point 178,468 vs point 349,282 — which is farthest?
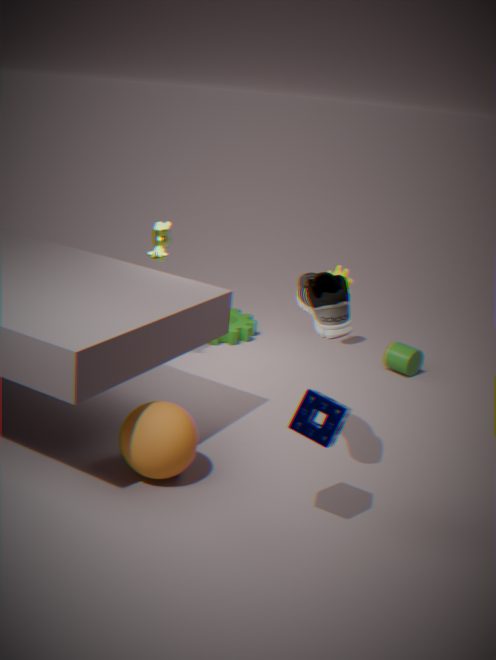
point 349,282
